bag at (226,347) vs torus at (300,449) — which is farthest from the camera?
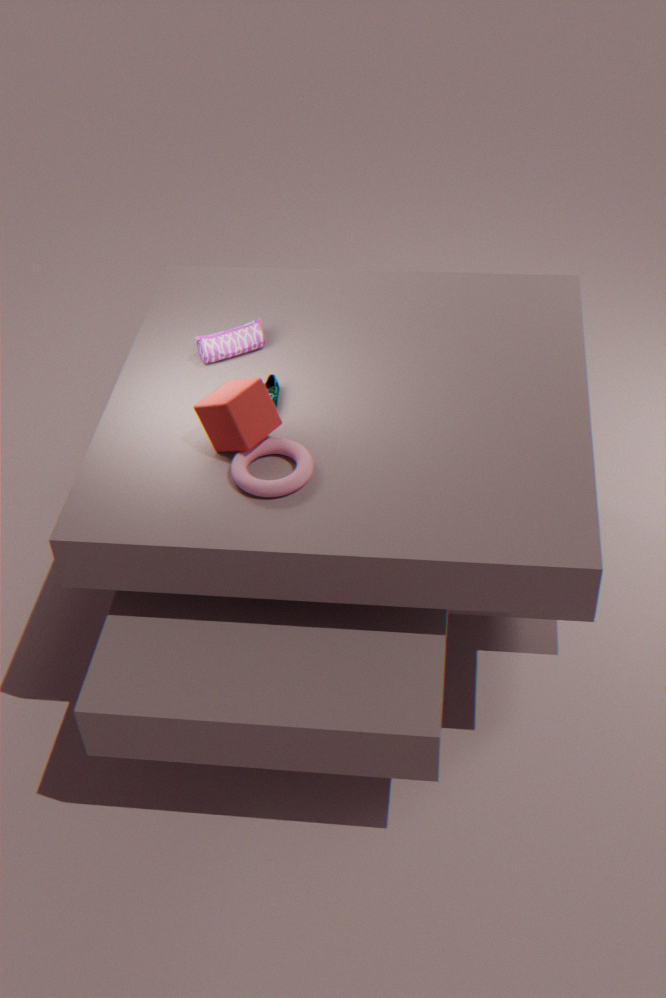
bag at (226,347)
